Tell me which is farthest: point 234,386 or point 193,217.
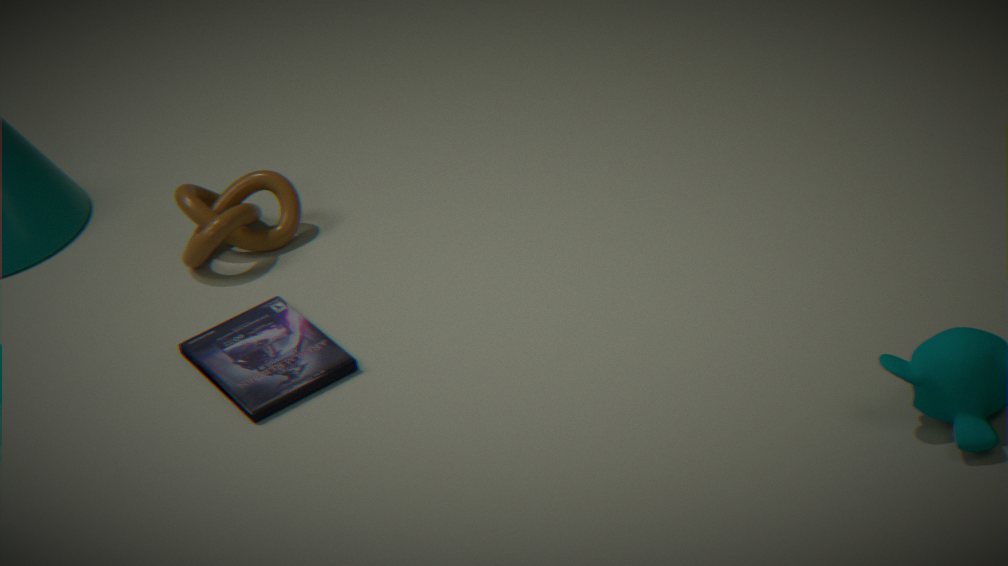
point 193,217
